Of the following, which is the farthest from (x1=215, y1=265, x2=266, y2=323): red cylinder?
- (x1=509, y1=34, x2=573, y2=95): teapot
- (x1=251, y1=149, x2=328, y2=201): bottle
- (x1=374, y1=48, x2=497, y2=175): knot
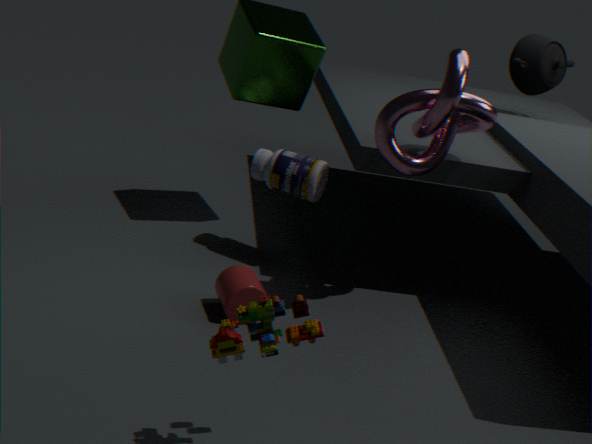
(x1=509, y1=34, x2=573, y2=95): teapot
